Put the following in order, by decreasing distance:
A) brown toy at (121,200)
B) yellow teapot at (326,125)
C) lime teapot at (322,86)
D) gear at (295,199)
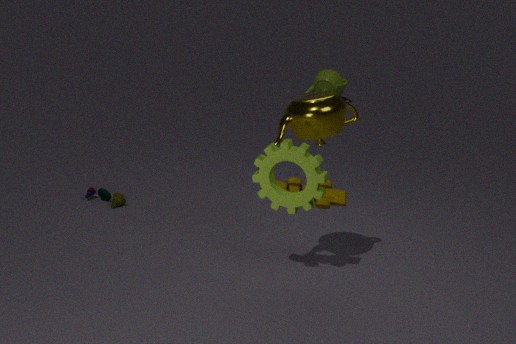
lime teapot at (322,86), brown toy at (121,200), yellow teapot at (326,125), gear at (295,199)
